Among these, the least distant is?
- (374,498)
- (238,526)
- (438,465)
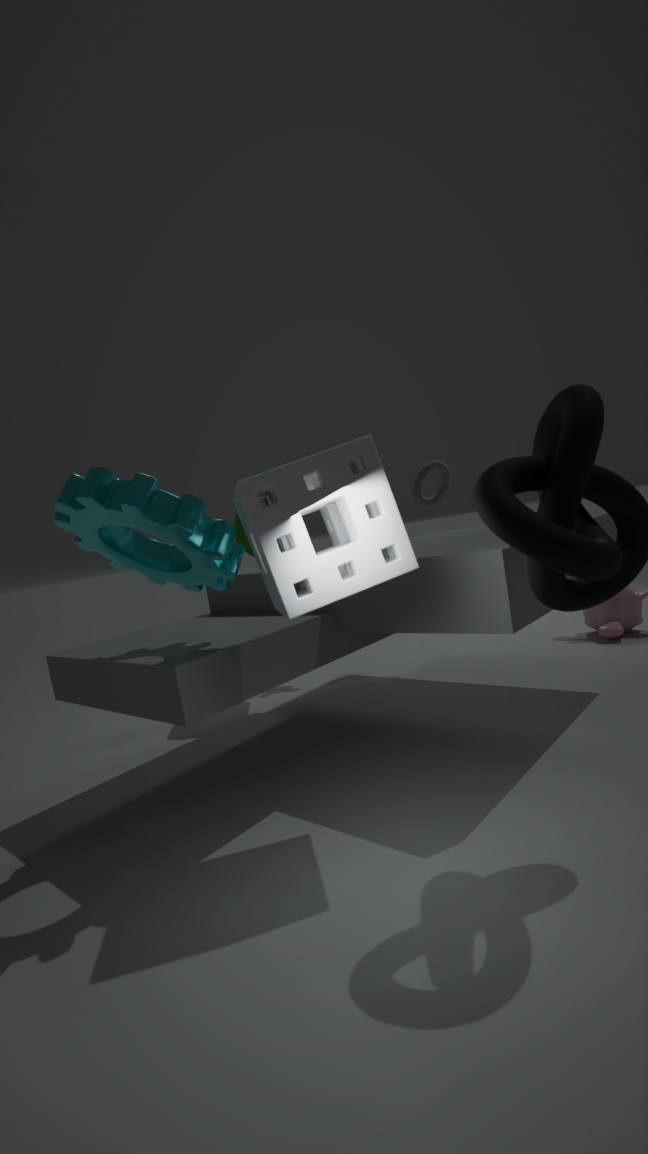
(374,498)
